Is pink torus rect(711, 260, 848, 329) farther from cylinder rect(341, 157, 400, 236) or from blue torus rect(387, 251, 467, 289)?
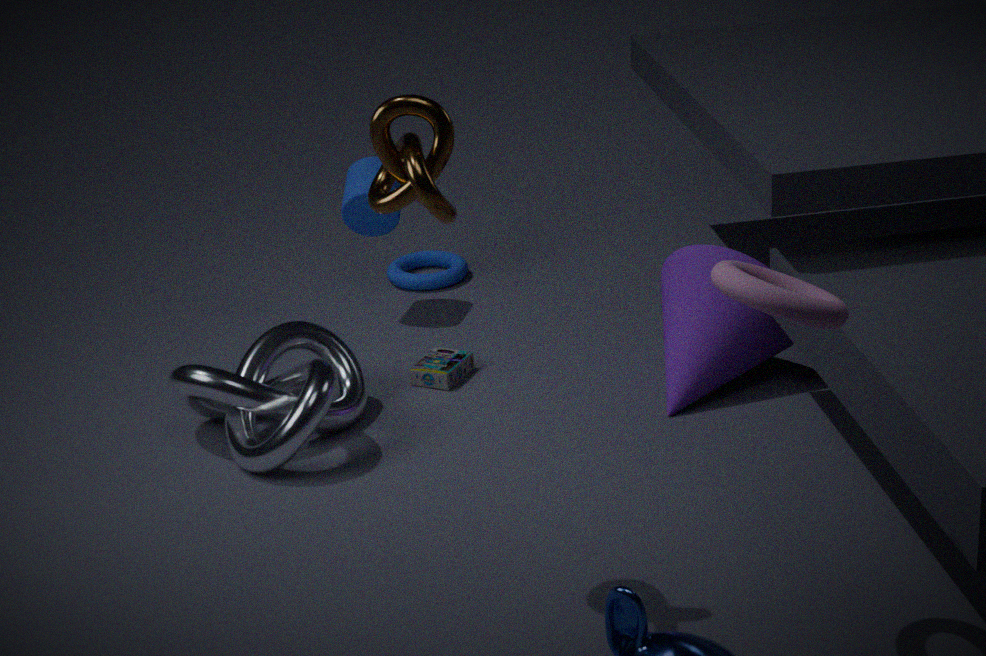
blue torus rect(387, 251, 467, 289)
